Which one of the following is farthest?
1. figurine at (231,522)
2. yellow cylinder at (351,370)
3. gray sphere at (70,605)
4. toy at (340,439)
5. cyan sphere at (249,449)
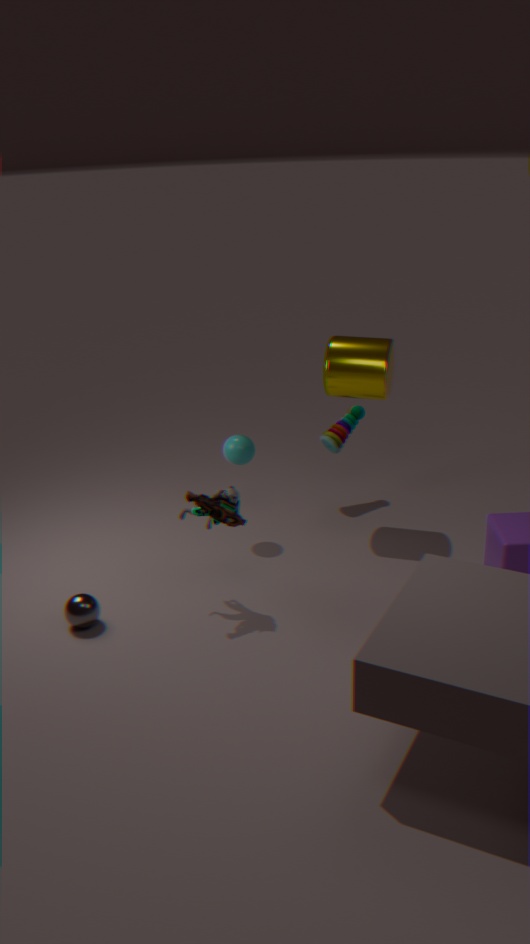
toy at (340,439)
